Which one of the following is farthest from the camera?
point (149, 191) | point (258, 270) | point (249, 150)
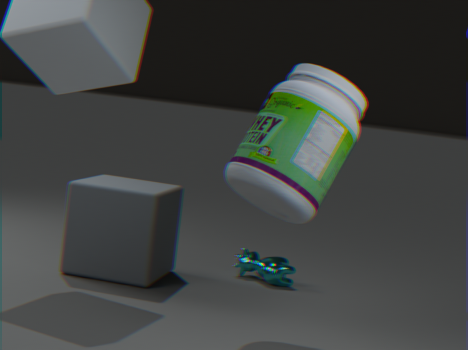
point (258, 270)
